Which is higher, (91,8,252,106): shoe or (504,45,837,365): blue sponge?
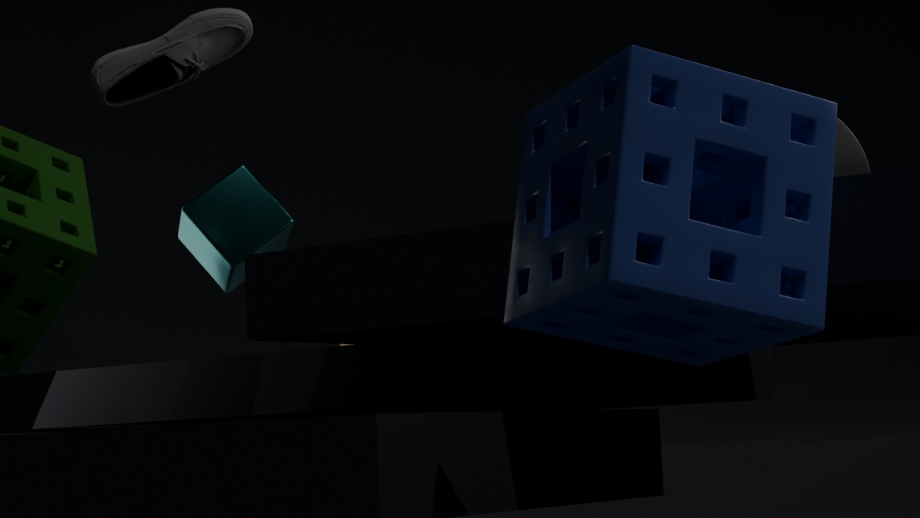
(91,8,252,106): shoe
